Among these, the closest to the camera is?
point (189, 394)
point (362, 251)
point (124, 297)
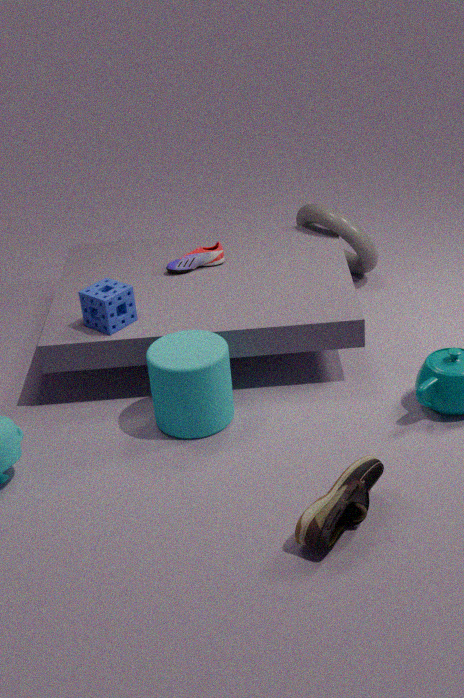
point (189, 394)
